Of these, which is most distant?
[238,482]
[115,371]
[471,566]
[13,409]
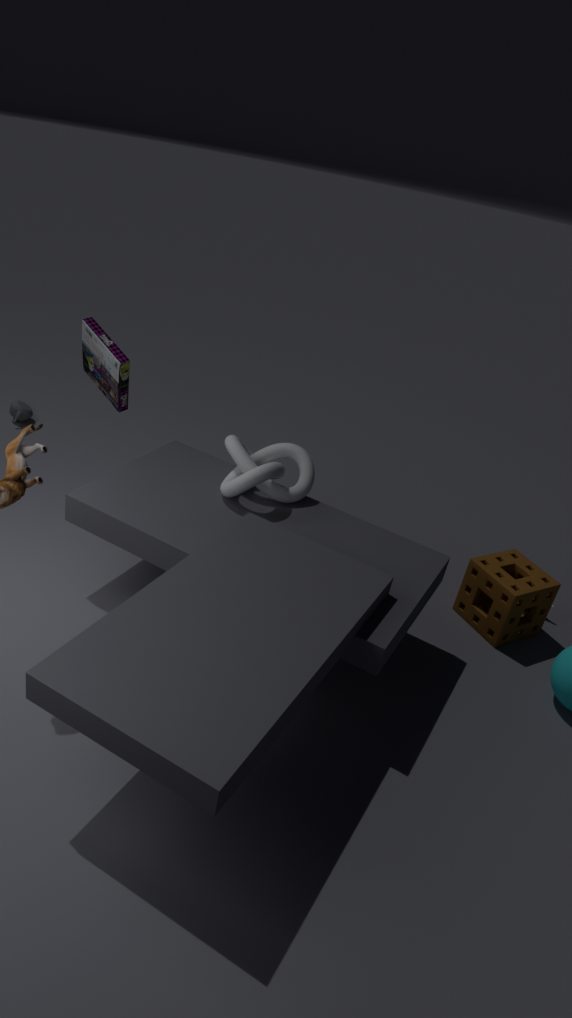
[13,409]
